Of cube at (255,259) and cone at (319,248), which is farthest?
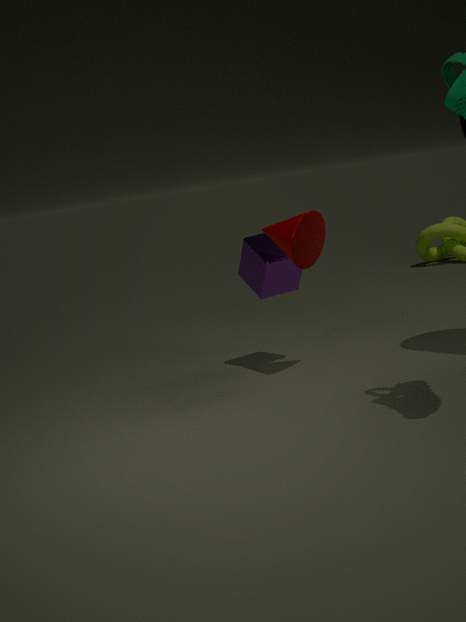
cube at (255,259)
